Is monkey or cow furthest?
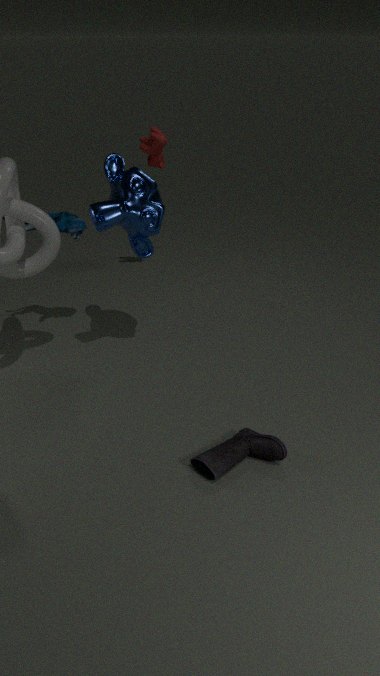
cow
